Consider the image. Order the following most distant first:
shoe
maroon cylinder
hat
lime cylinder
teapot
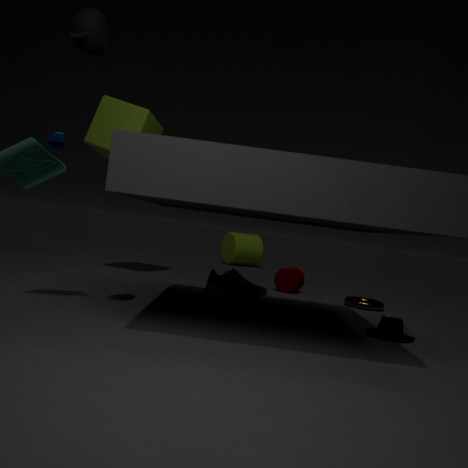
lime cylinder
maroon cylinder
shoe
hat
teapot
